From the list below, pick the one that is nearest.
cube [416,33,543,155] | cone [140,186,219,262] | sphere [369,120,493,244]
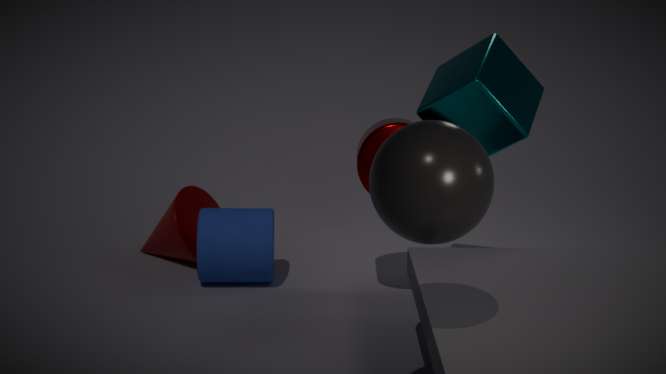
sphere [369,120,493,244]
